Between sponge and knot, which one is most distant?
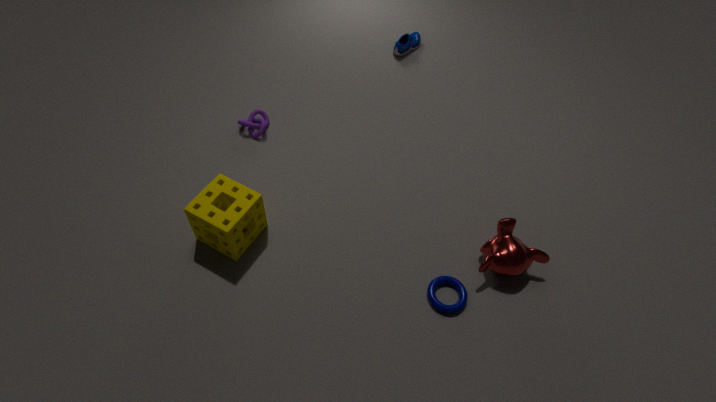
knot
